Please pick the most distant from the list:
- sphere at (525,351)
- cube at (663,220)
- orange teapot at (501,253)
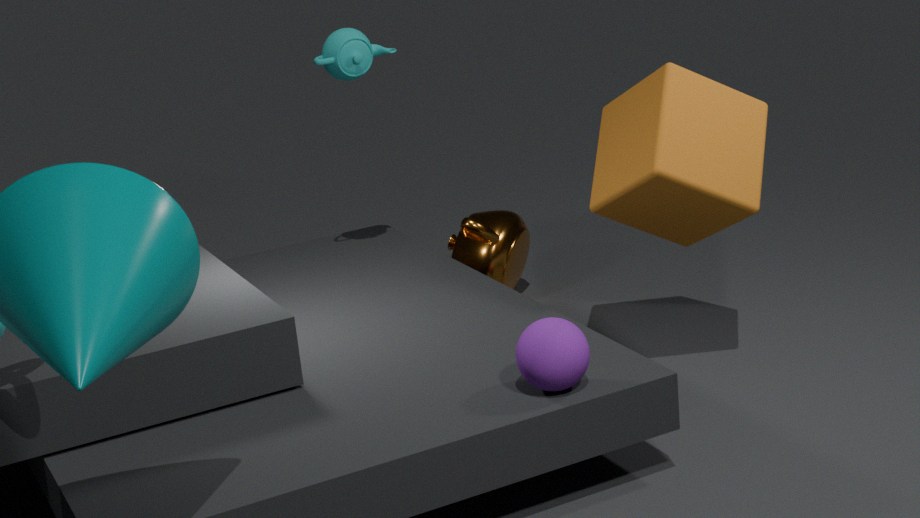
orange teapot at (501,253)
